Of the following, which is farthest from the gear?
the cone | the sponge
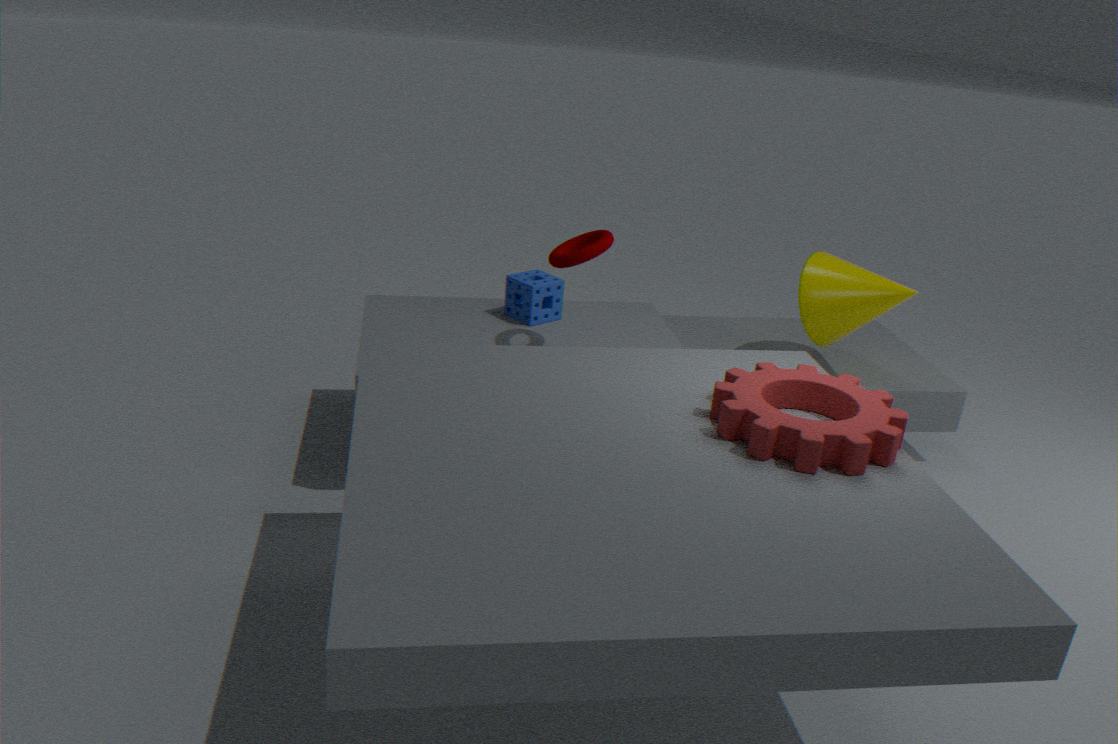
the sponge
